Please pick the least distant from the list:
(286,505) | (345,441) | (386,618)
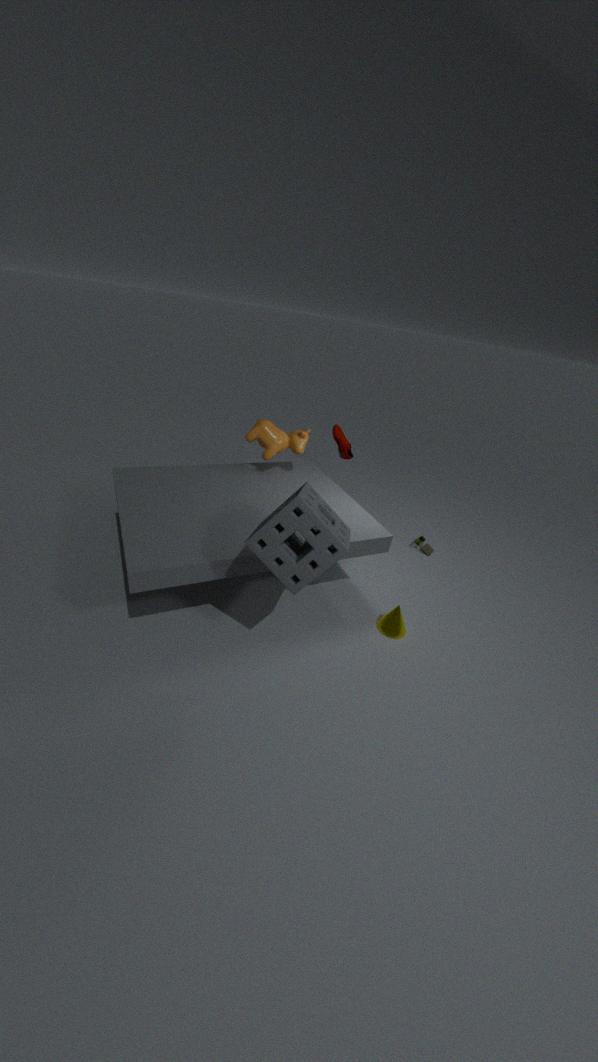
(286,505)
